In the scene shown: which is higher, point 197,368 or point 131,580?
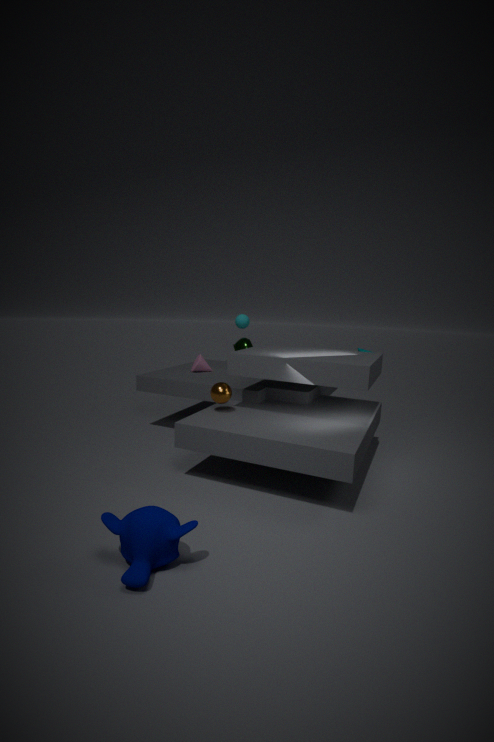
point 197,368
